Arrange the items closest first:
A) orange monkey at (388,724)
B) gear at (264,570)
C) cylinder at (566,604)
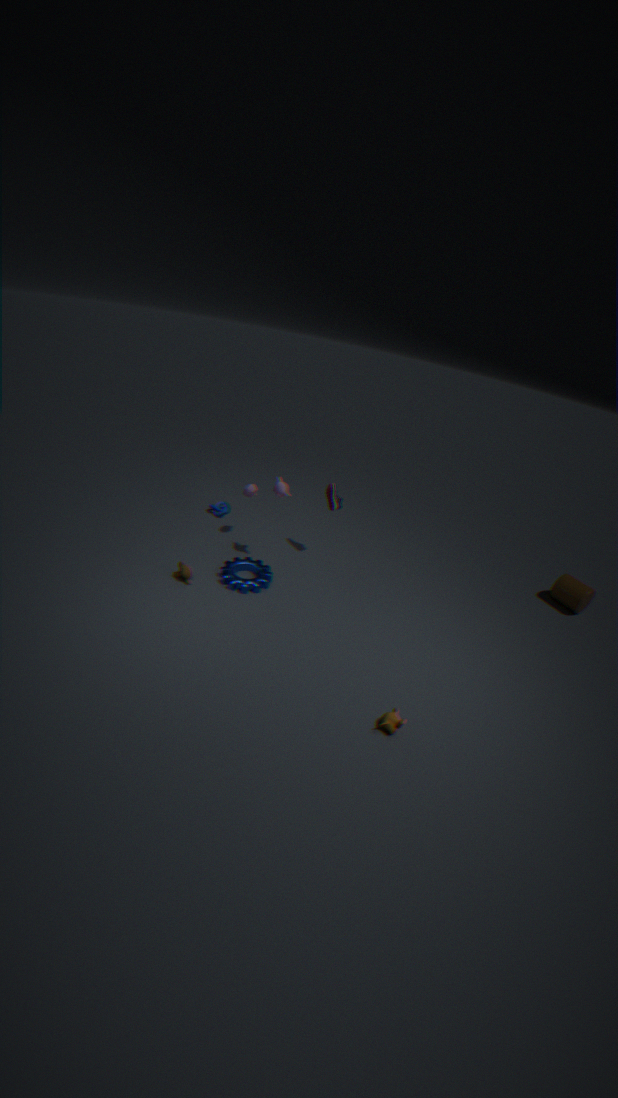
orange monkey at (388,724), gear at (264,570), cylinder at (566,604)
